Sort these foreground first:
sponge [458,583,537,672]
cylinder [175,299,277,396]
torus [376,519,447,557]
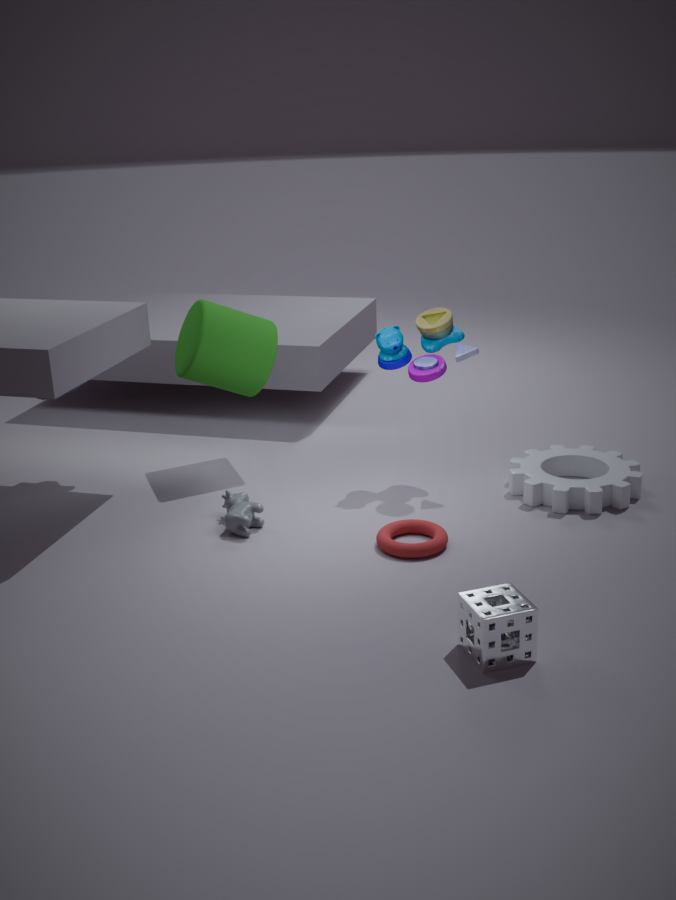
sponge [458,583,537,672] → torus [376,519,447,557] → cylinder [175,299,277,396]
